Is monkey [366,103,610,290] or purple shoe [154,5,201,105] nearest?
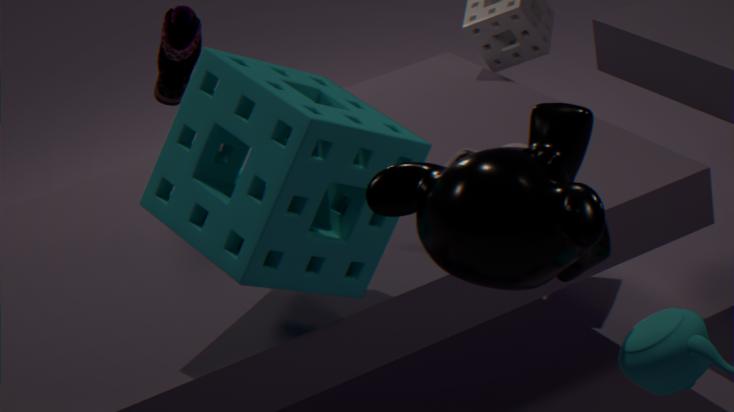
monkey [366,103,610,290]
